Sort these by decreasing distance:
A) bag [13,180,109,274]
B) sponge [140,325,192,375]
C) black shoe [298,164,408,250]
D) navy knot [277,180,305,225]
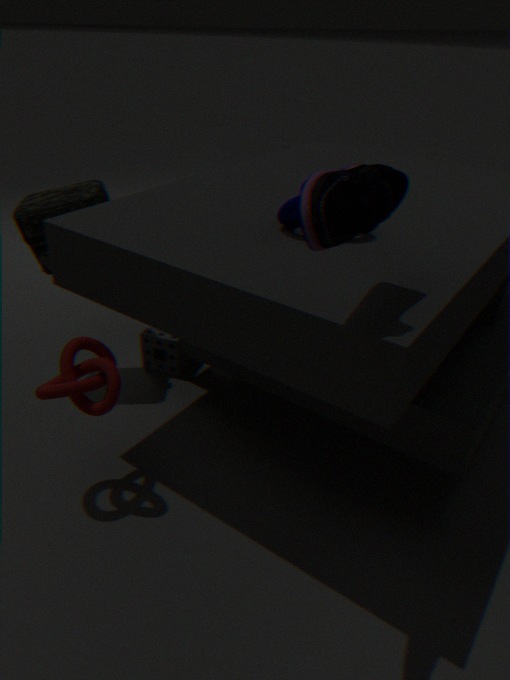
B. sponge [140,325,192,375], A. bag [13,180,109,274], D. navy knot [277,180,305,225], C. black shoe [298,164,408,250]
